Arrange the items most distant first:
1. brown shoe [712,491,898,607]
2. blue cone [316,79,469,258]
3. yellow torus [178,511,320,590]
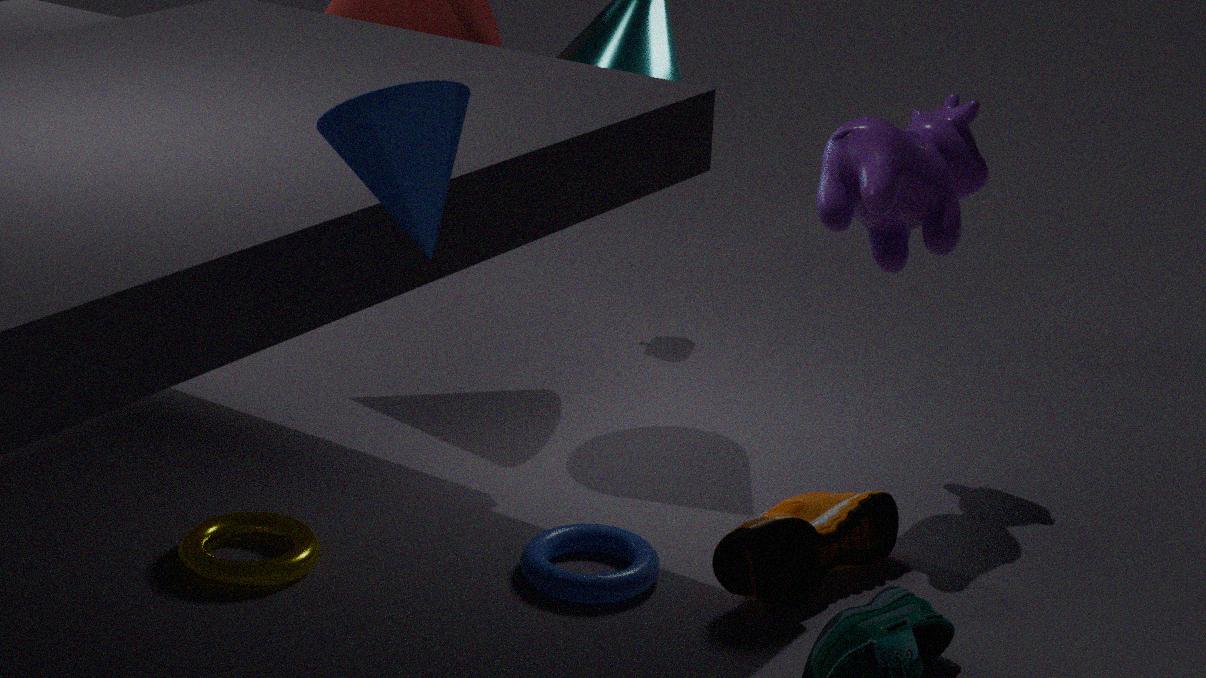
yellow torus [178,511,320,590]
brown shoe [712,491,898,607]
blue cone [316,79,469,258]
